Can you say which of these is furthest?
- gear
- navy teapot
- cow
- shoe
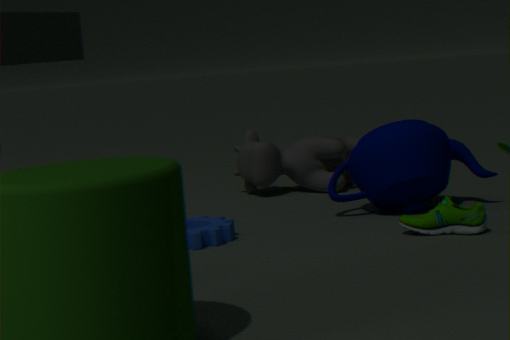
cow
